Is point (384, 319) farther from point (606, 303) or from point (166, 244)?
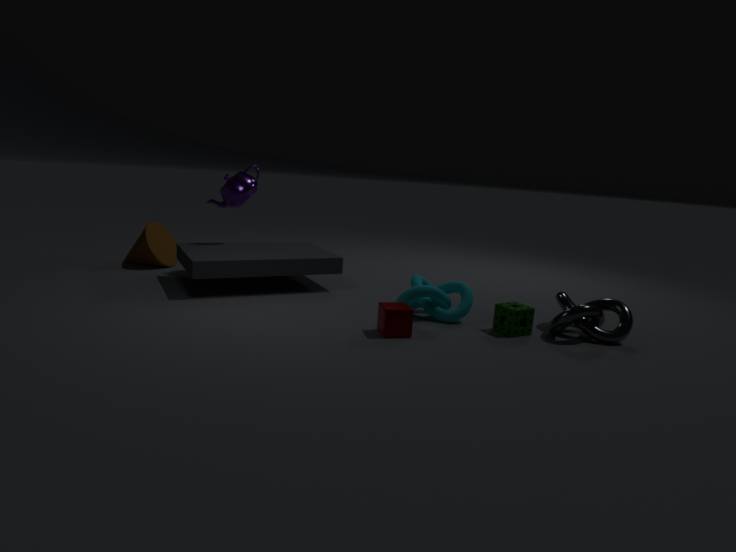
point (166, 244)
